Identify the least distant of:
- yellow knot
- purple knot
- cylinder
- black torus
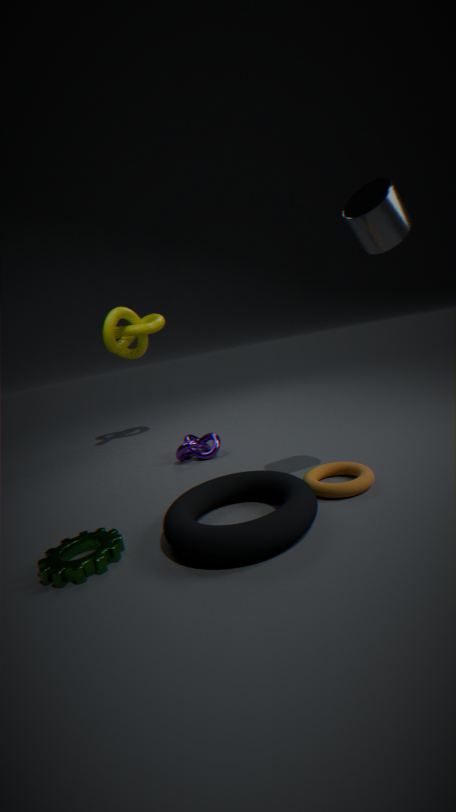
black torus
